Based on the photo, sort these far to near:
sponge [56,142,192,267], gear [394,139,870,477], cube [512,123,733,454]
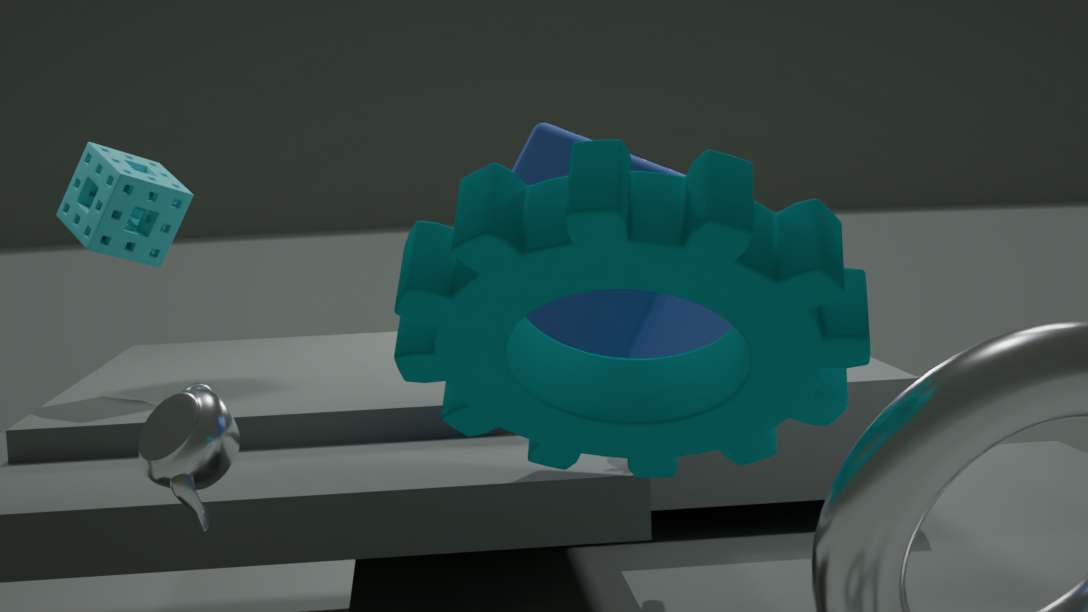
1. sponge [56,142,192,267]
2. cube [512,123,733,454]
3. gear [394,139,870,477]
